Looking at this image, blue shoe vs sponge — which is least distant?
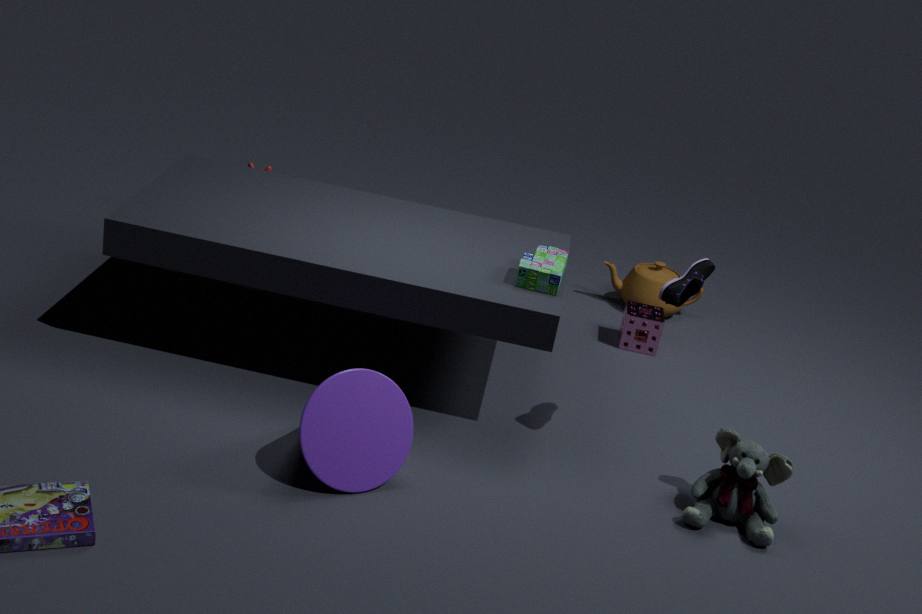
blue shoe
